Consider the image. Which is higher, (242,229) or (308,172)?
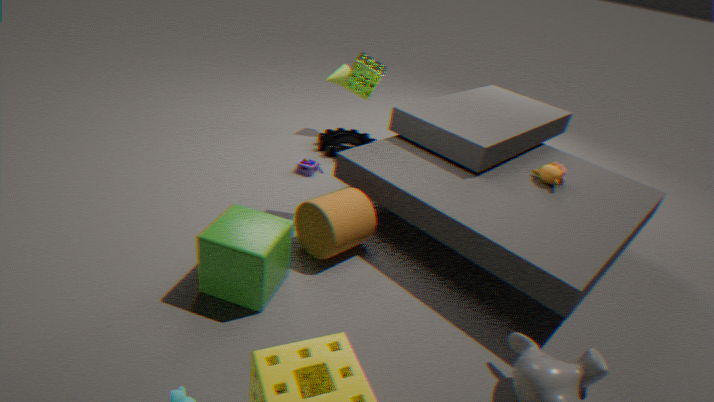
(242,229)
